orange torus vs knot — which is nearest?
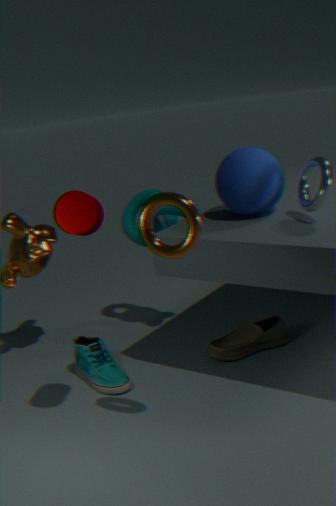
orange torus
